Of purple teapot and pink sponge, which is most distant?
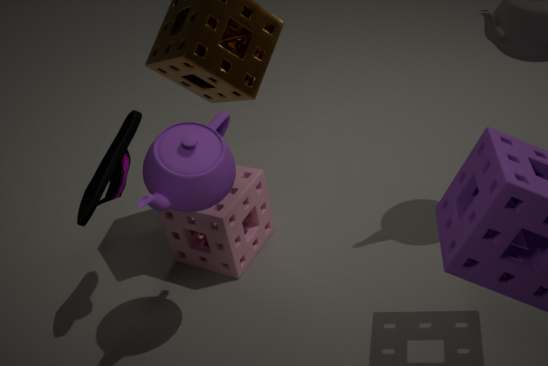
pink sponge
